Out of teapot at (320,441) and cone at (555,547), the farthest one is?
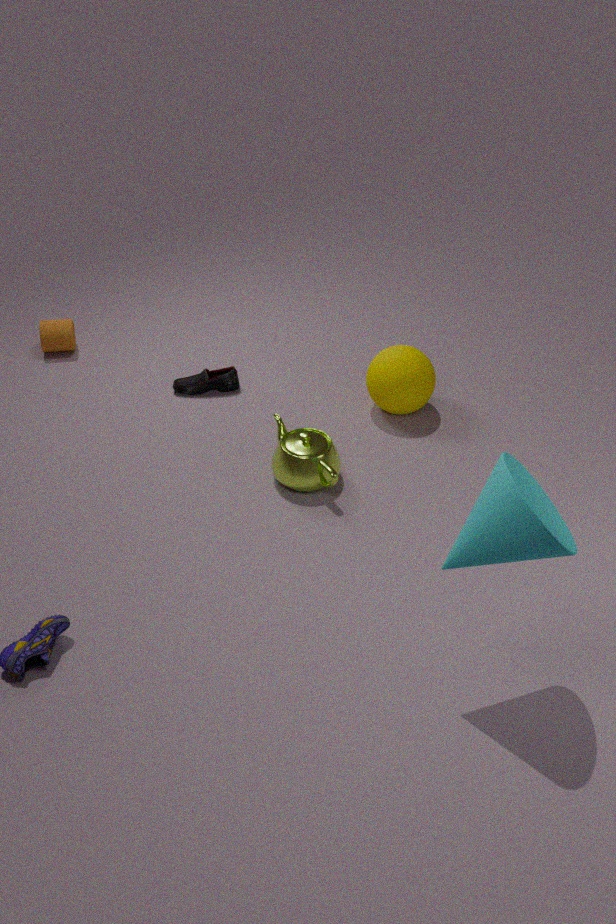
teapot at (320,441)
